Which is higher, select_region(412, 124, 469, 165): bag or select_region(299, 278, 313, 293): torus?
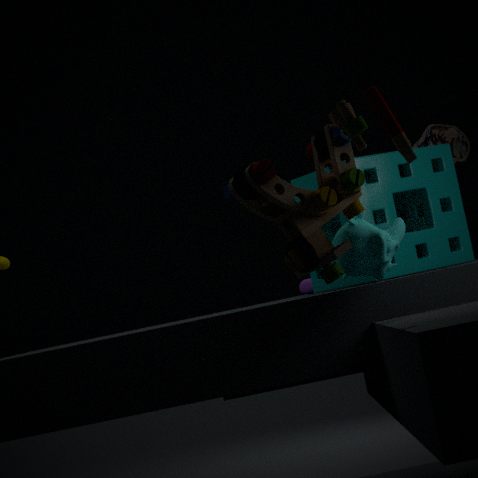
select_region(412, 124, 469, 165): bag
